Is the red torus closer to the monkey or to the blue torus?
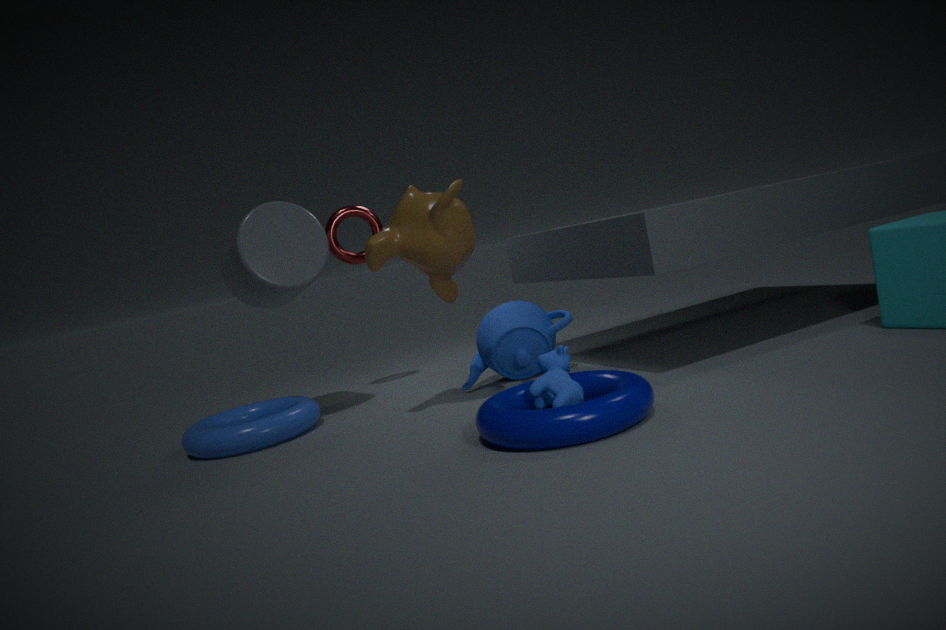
the monkey
